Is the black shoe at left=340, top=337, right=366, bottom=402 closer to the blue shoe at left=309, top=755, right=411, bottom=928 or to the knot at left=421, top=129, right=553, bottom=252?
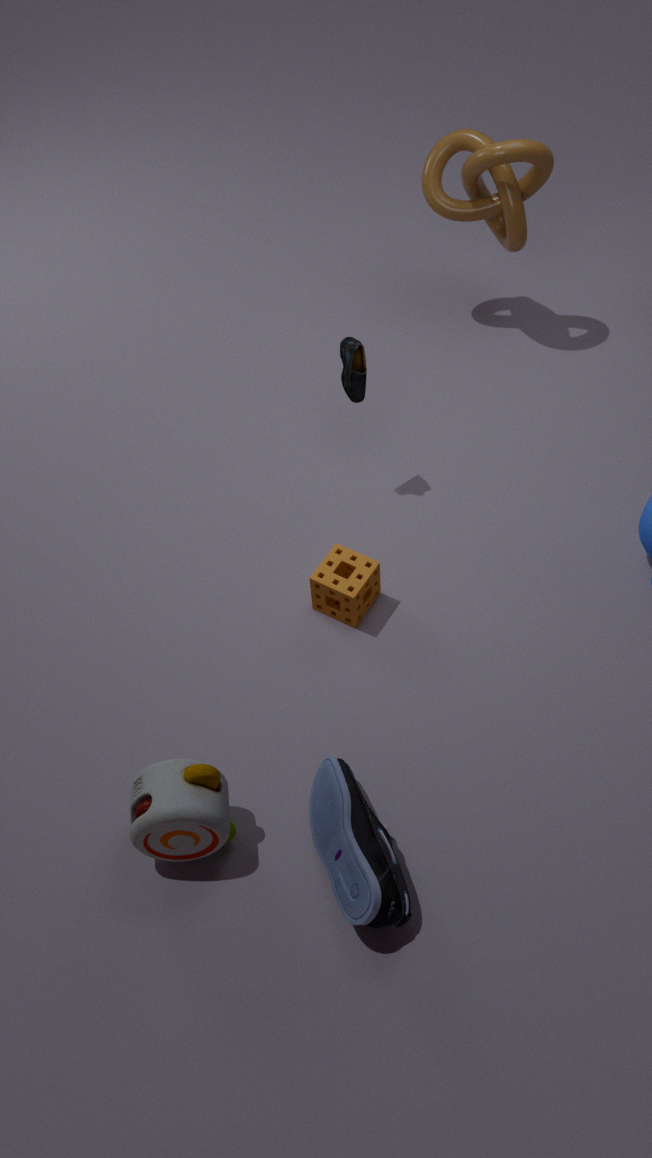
the knot at left=421, top=129, right=553, bottom=252
